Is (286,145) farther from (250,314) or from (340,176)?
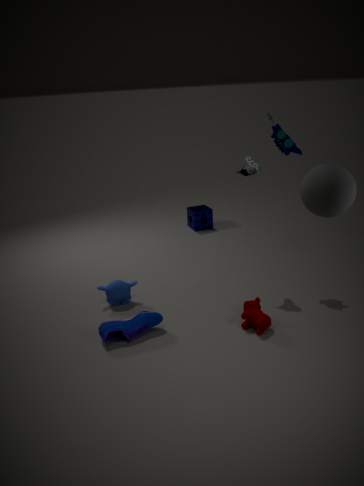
(340,176)
